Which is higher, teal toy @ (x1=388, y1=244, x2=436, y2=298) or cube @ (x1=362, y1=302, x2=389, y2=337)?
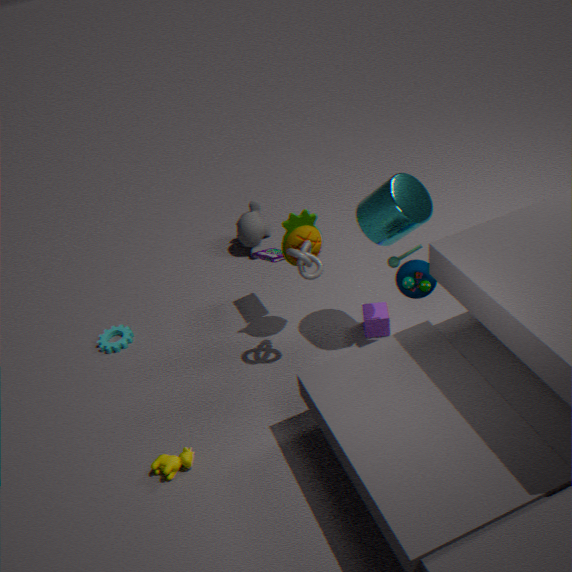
teal toy @ (x1=388, y1=244, x2=436, y2=298)
